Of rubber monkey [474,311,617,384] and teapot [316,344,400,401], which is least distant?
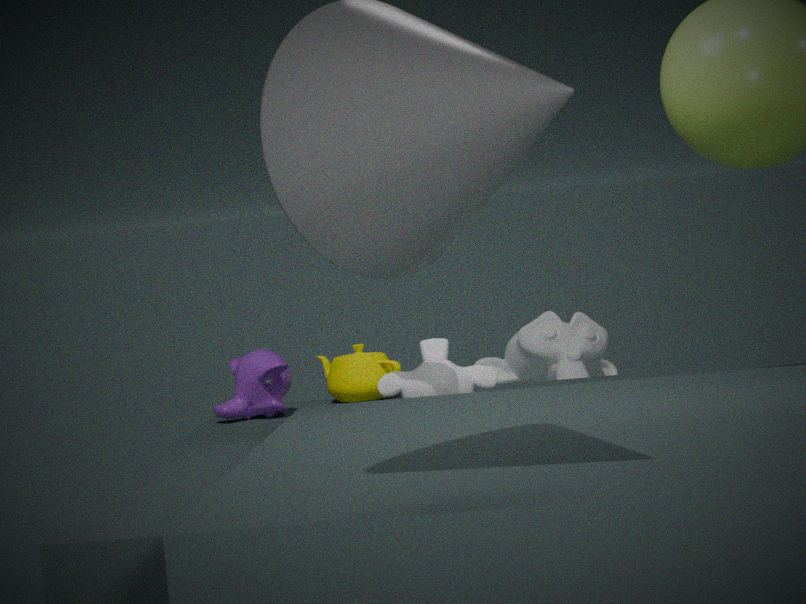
teapot [316,344,400,401]
